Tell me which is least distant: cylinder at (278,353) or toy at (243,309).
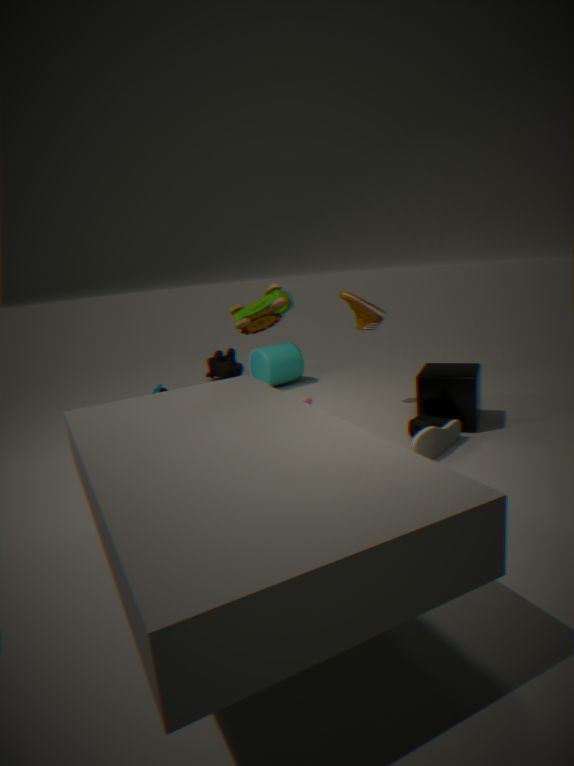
toy at (243,309)
